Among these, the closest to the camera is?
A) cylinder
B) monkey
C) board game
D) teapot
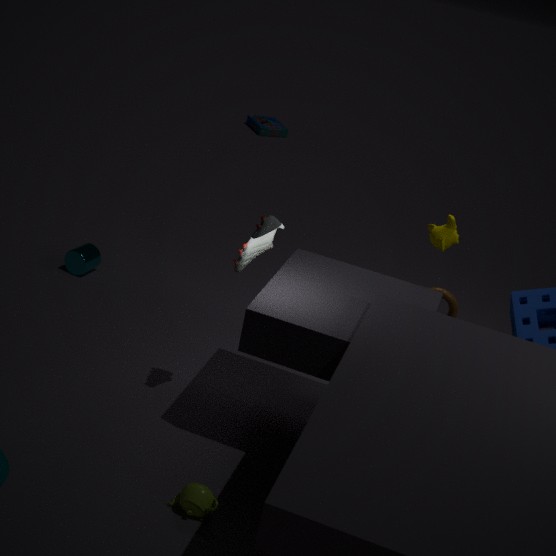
teapot
